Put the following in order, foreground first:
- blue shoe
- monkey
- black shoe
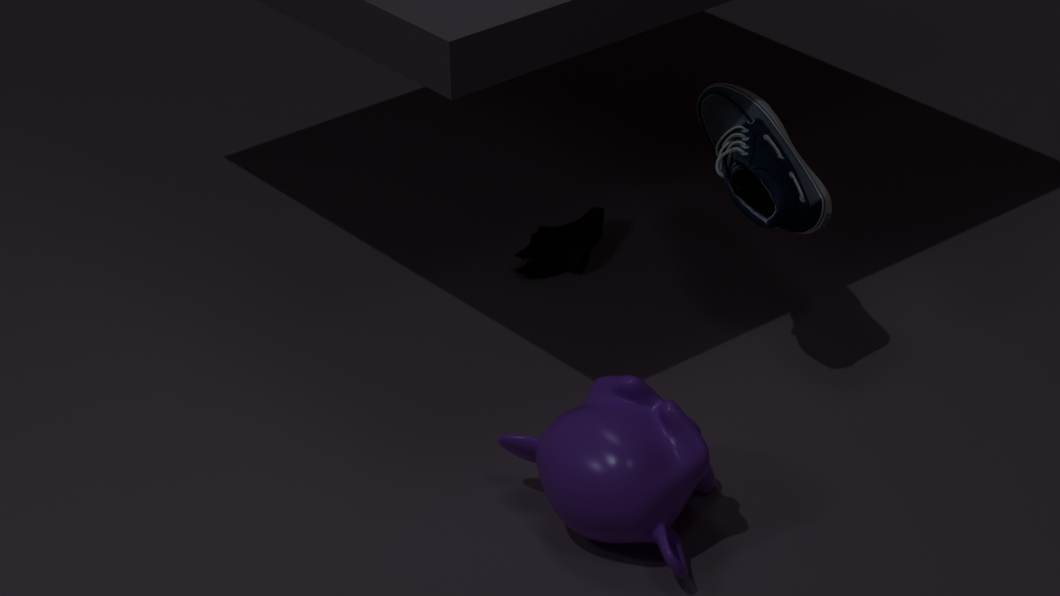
1. monkey
2. blue shoe
3. black shoe
